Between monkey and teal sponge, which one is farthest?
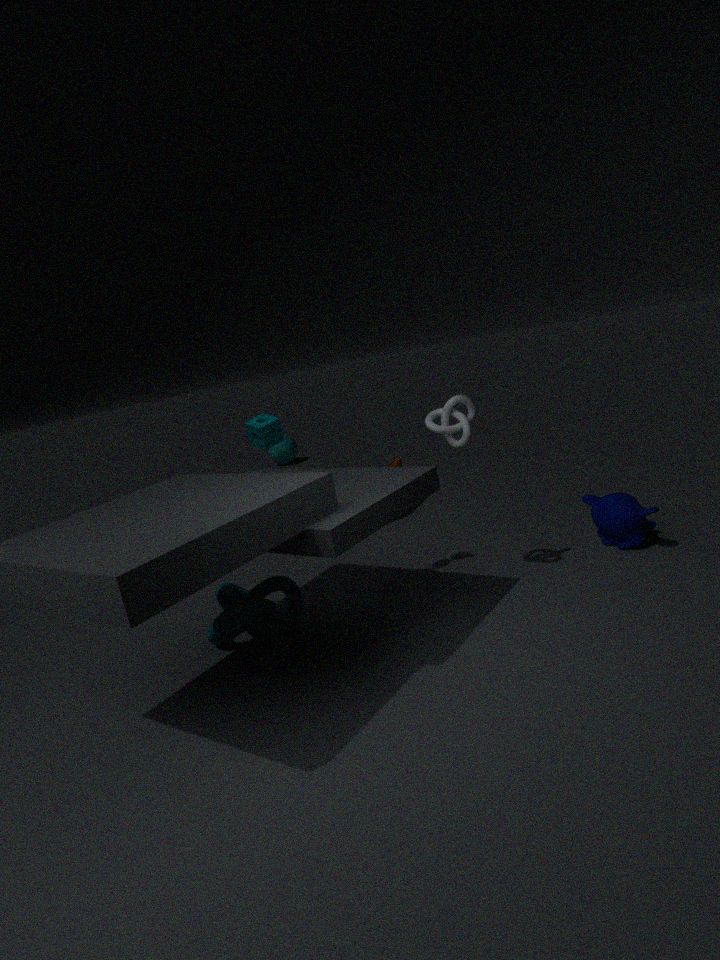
teal sponge
